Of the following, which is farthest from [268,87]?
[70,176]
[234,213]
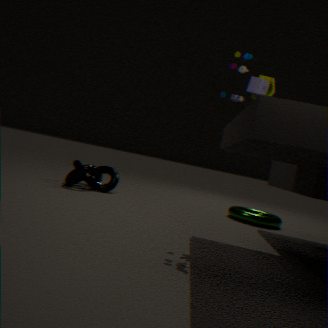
[70,176]
